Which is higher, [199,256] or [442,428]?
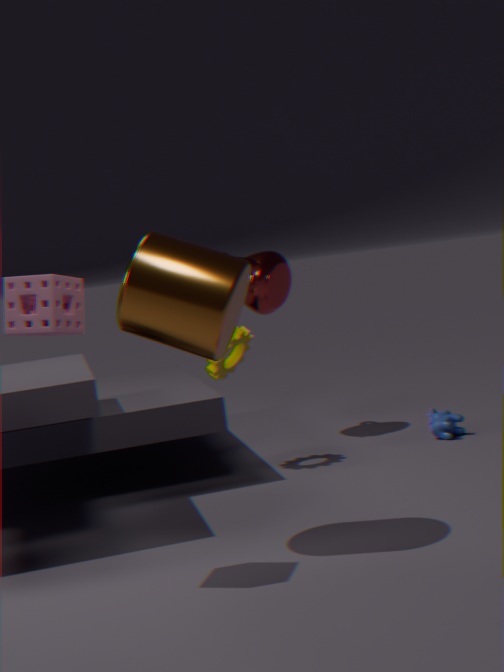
[199,256]
